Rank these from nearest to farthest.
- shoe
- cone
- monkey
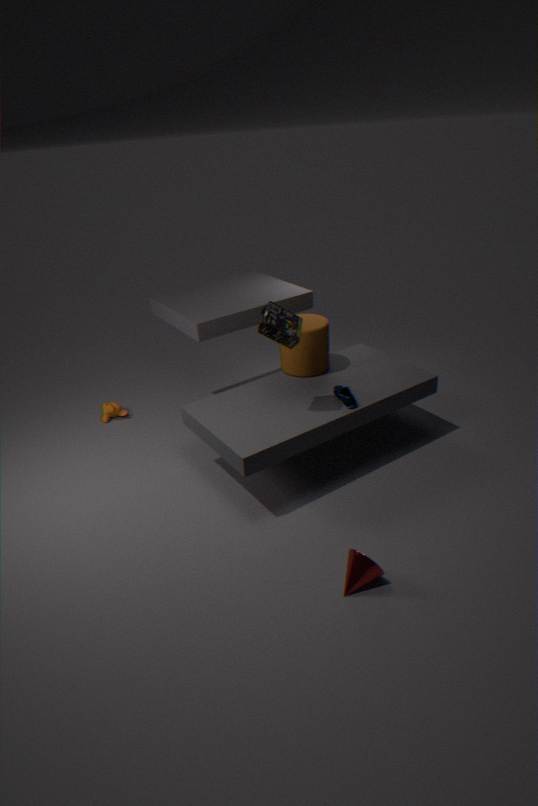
1. cone
2. shoe
3. monkey
